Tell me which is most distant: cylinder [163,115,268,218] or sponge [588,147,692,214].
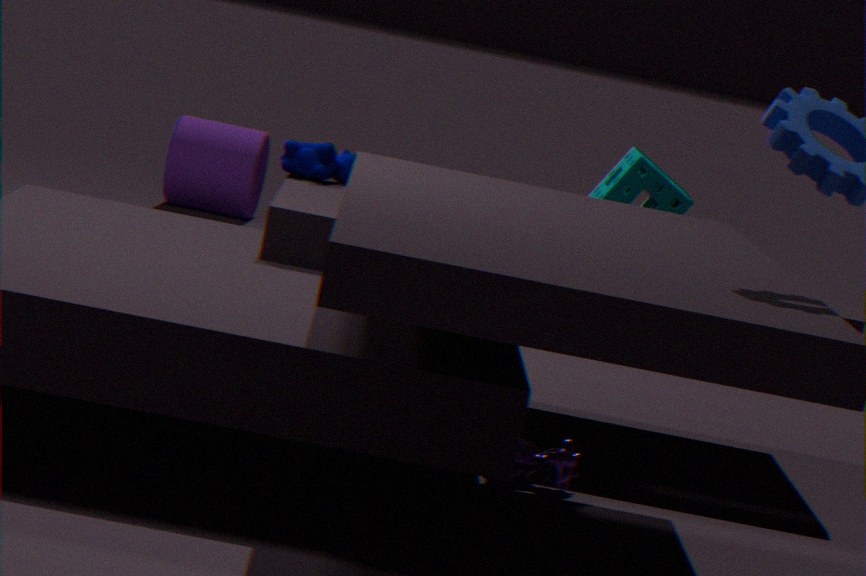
cylinder [163,115,268,218]
